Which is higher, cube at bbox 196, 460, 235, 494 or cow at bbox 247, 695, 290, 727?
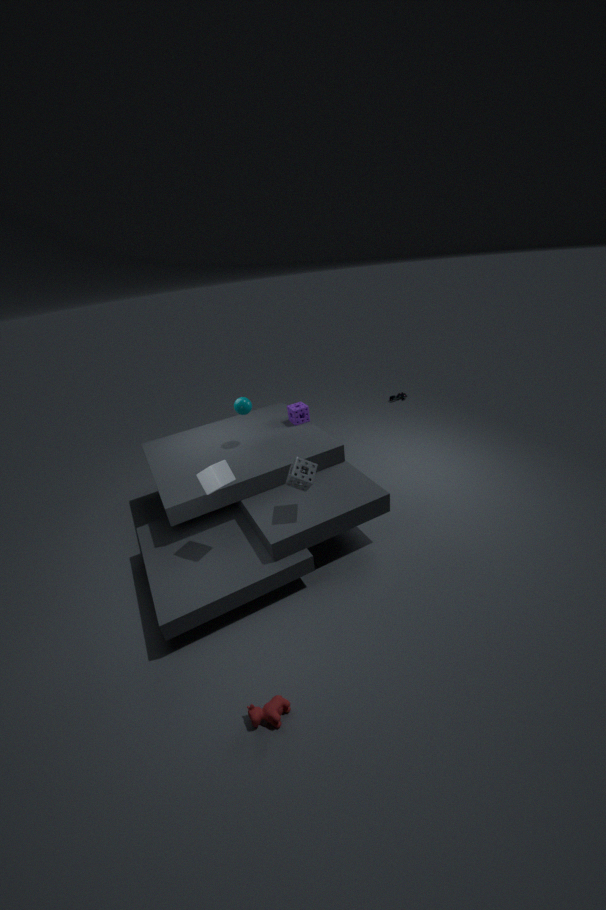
cube at bbox 196, 460, 235, 494
